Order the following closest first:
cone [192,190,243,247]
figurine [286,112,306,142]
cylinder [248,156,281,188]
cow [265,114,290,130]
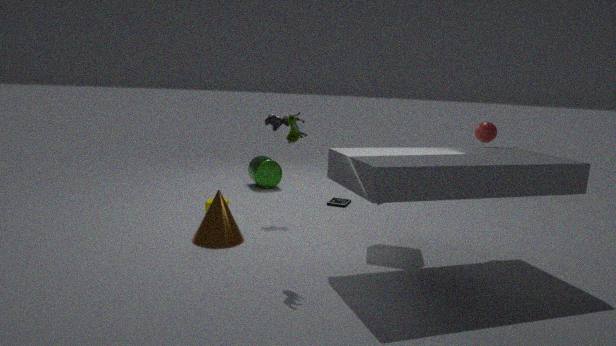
figurine [286,112,306,142] → cone [192,190,243,247] → cow [265,114,290,130] → cylinder [248,156,281,188]
